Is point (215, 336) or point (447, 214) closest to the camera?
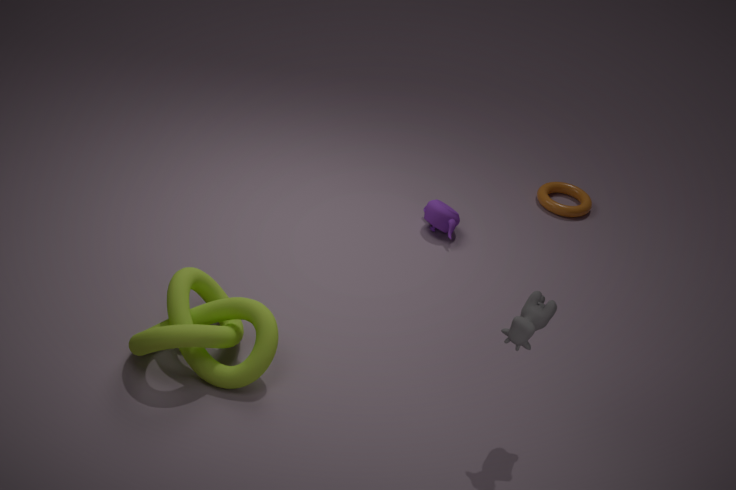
point (215, 336)
